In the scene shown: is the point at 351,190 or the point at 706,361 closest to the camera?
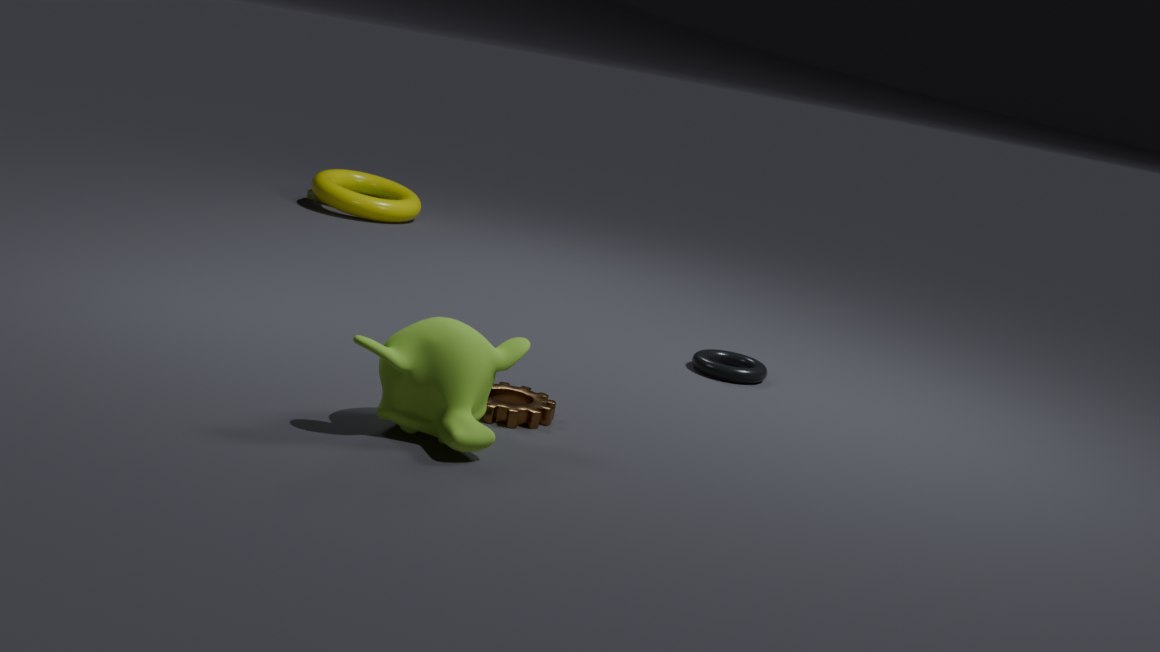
the point at 706,361
